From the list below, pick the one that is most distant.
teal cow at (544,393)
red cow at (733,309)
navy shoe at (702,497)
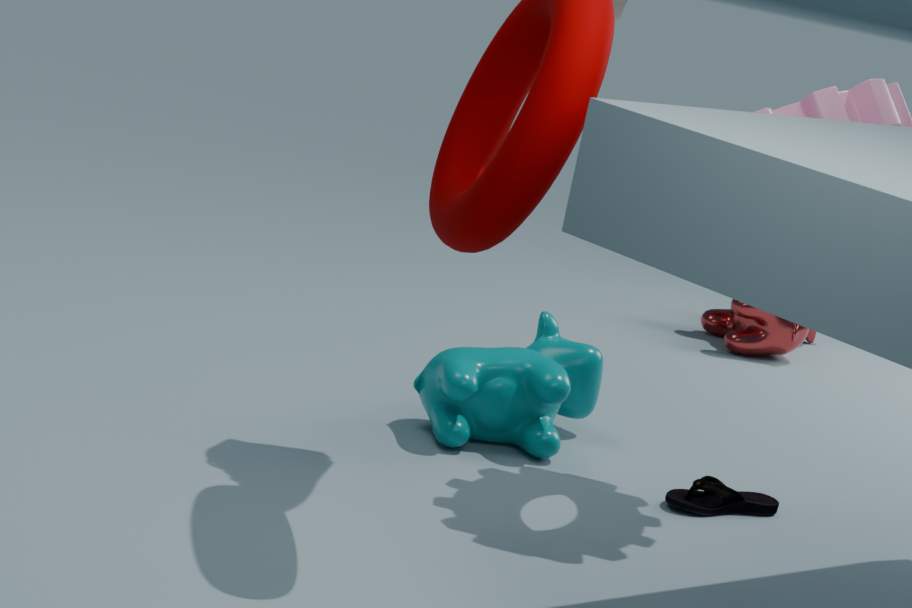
red cow at (733,309)
